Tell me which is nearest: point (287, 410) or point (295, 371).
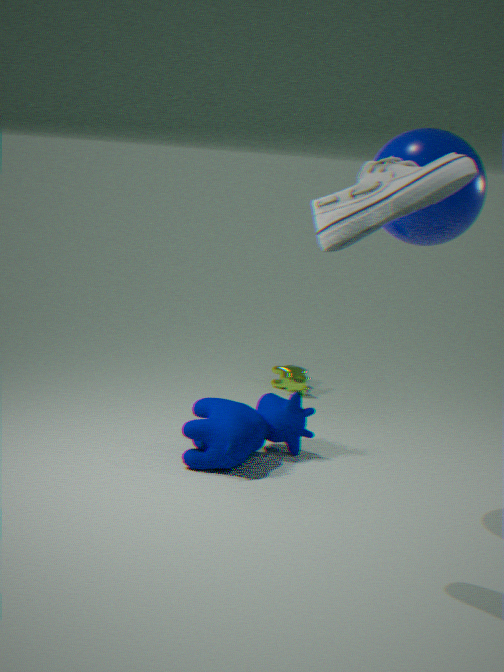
point (287, 410)
